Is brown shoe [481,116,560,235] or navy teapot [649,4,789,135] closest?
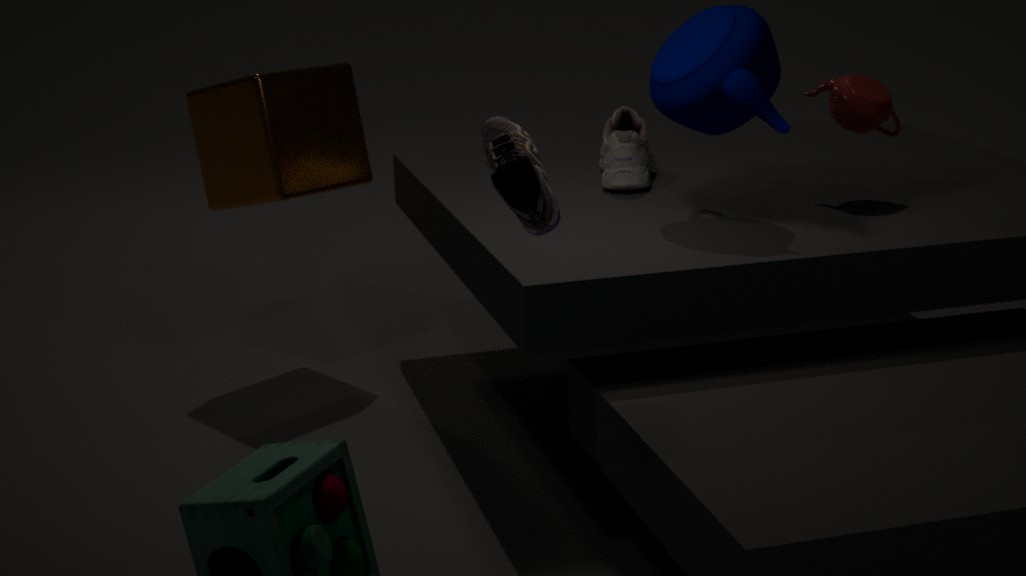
brown shoe [481,116,560,235]
